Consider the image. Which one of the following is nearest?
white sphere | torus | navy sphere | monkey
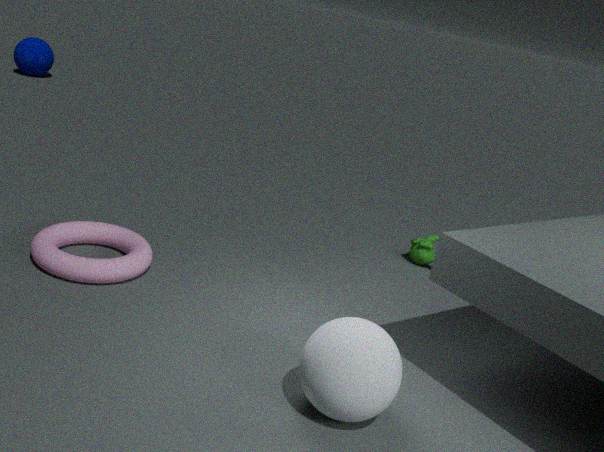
white sphere
